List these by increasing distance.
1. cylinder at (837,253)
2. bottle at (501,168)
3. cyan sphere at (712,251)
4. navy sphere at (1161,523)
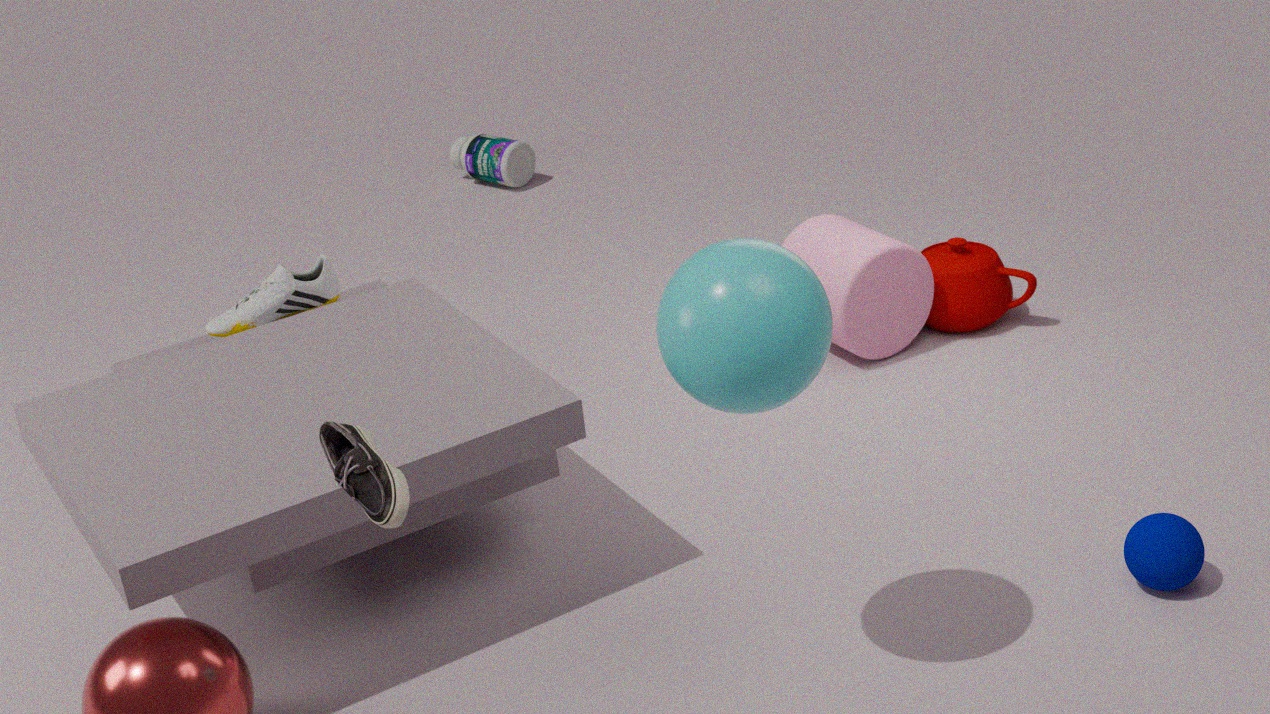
cyan sphere at (712,251), navy sphere at (1161,523), cylinder at (837,253), bottle at (501,168)
